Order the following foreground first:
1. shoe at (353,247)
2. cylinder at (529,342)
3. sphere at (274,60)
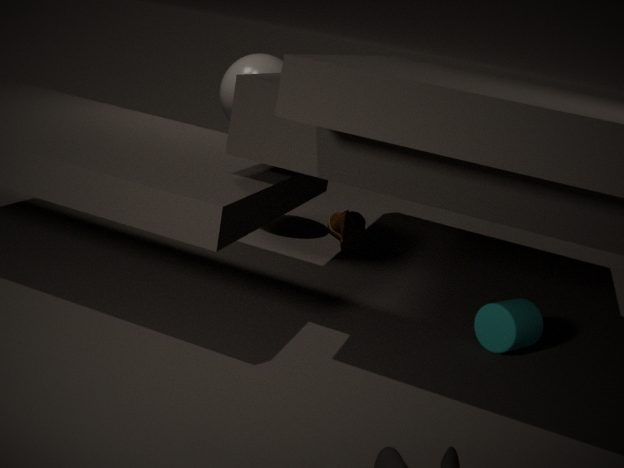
cylinder at (529,342)
sphere at (274,60)
shoe at (353,247)
